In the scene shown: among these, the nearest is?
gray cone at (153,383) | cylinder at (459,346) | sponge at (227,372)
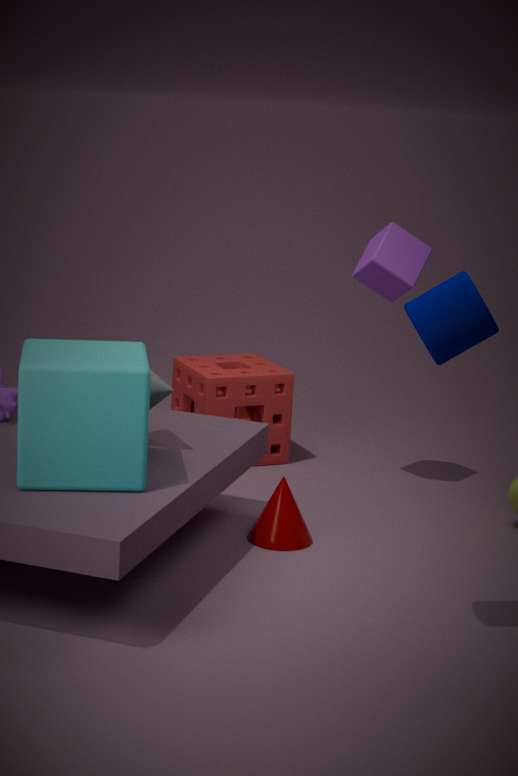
cylinder at (459,346)
